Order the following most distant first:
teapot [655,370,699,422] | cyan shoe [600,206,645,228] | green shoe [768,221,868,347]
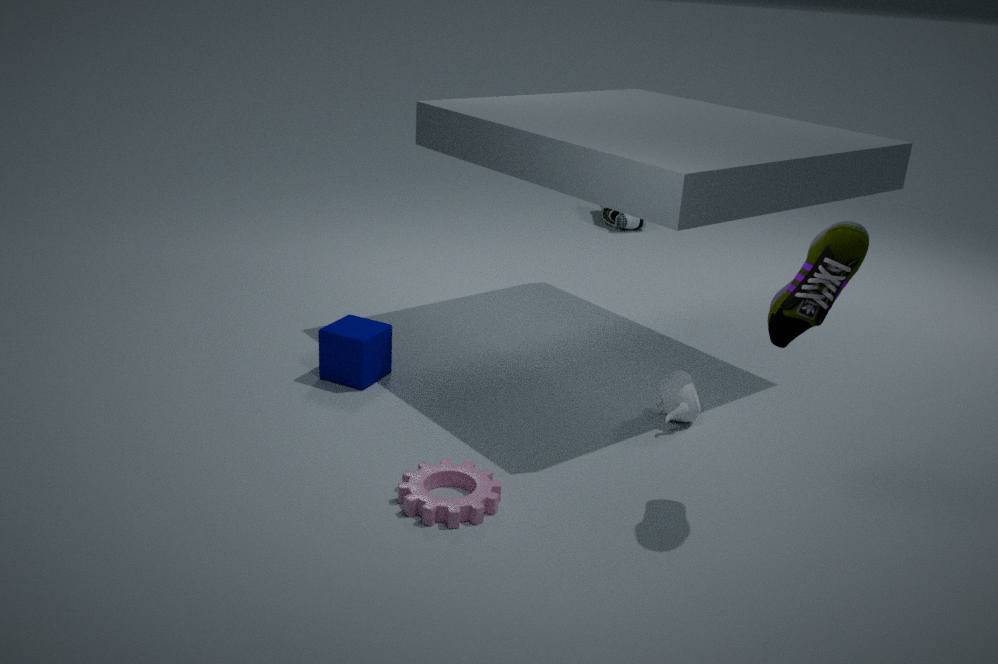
cyan shoe [600,206,645,228] < teapot [655,370,699,422] < green shoe [768,221,868,347]
